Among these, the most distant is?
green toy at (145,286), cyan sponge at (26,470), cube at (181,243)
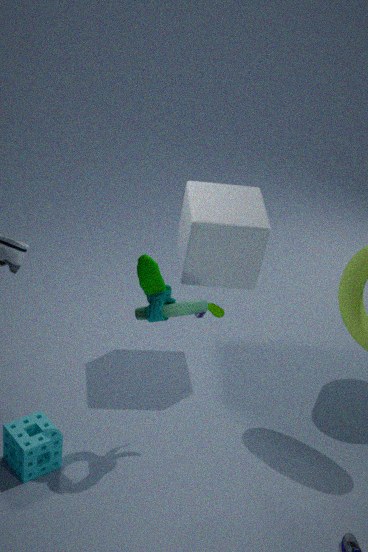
cube at (181,243)
